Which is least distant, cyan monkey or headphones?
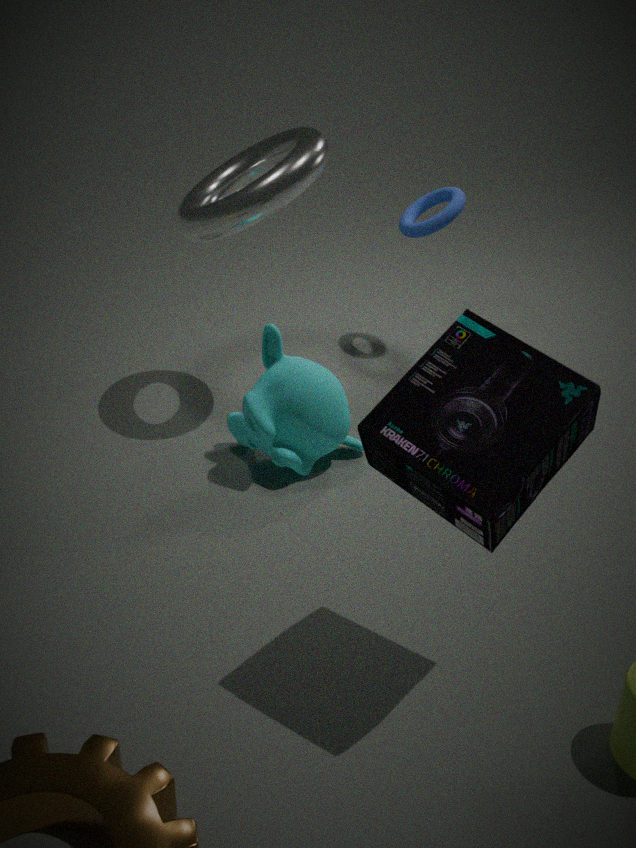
headphones
